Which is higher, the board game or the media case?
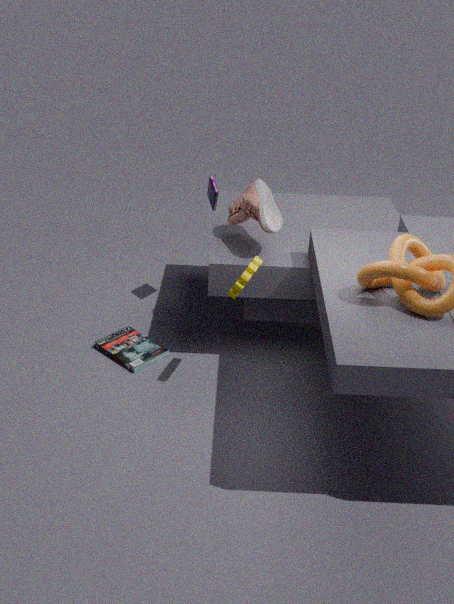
the board game
